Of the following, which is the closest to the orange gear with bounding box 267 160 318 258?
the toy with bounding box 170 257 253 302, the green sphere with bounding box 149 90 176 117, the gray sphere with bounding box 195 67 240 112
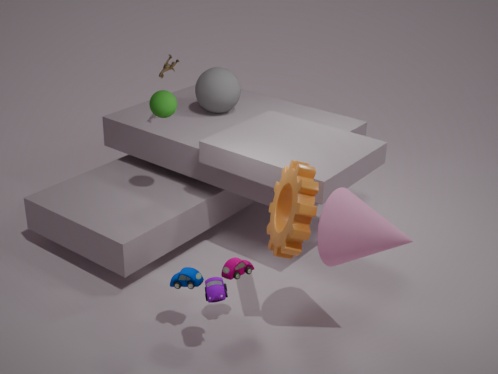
the toy with bounding box 170 257 253 302
